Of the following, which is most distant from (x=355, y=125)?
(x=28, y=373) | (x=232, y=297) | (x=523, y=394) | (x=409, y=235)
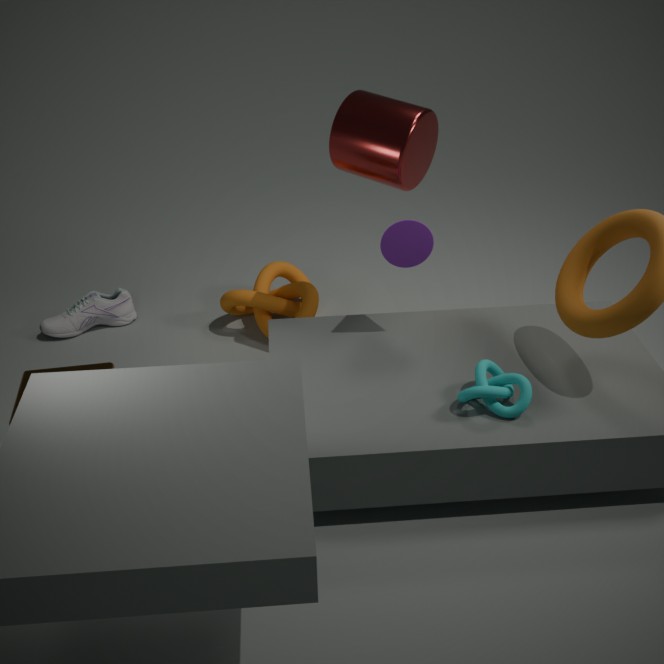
(x=28, y=373)
